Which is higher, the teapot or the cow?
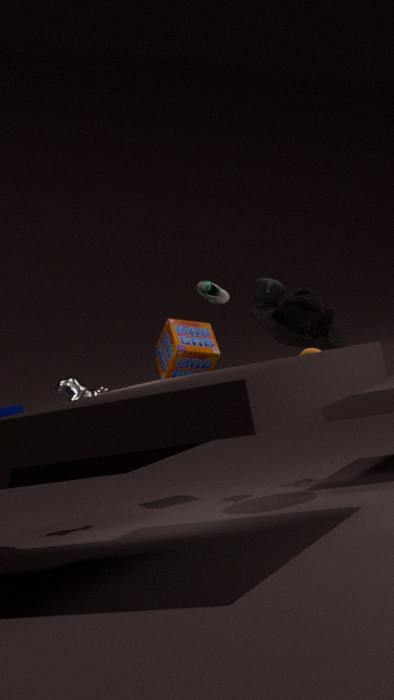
the teapot
